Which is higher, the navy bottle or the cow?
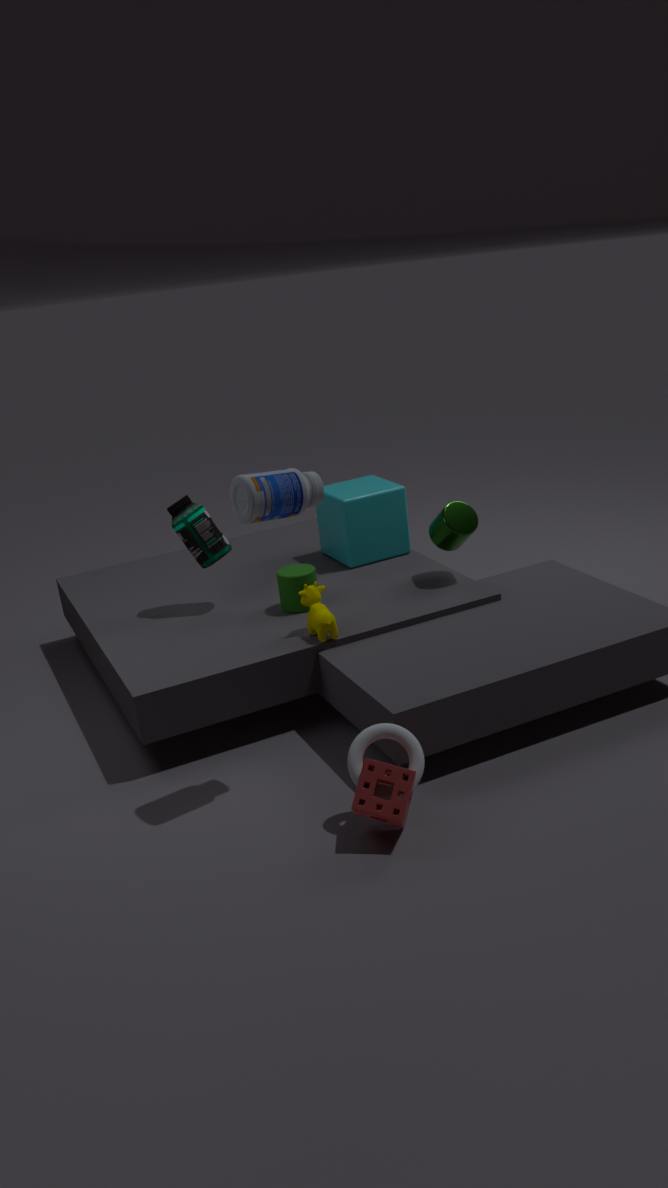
the navy bottle
